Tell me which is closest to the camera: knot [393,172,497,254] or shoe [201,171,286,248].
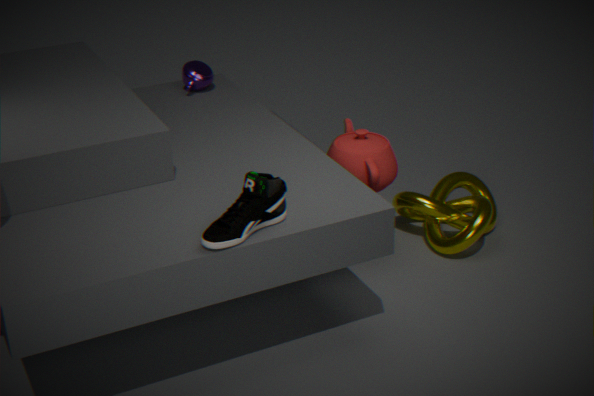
shoe [201,171,286,248]
